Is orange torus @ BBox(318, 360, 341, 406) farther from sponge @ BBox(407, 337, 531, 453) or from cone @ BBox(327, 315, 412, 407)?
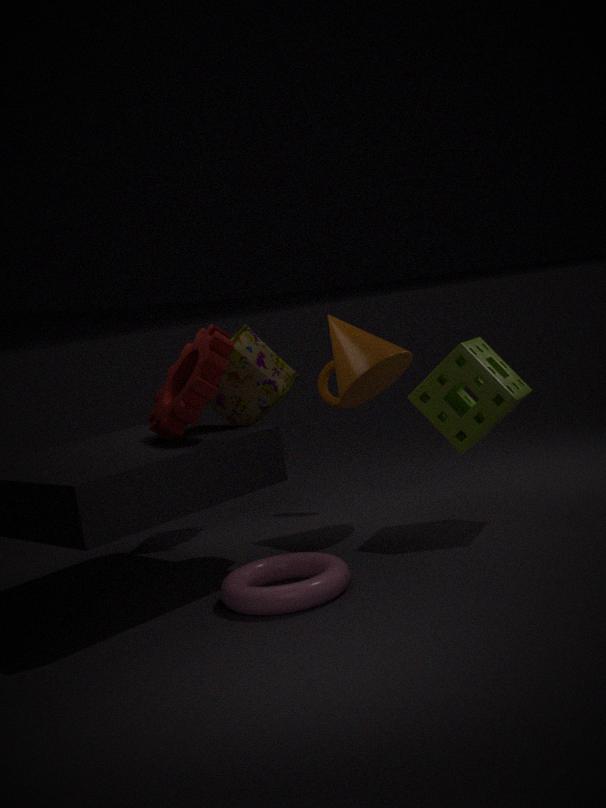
sponge @ BBox(407, 337, 531, 453)
